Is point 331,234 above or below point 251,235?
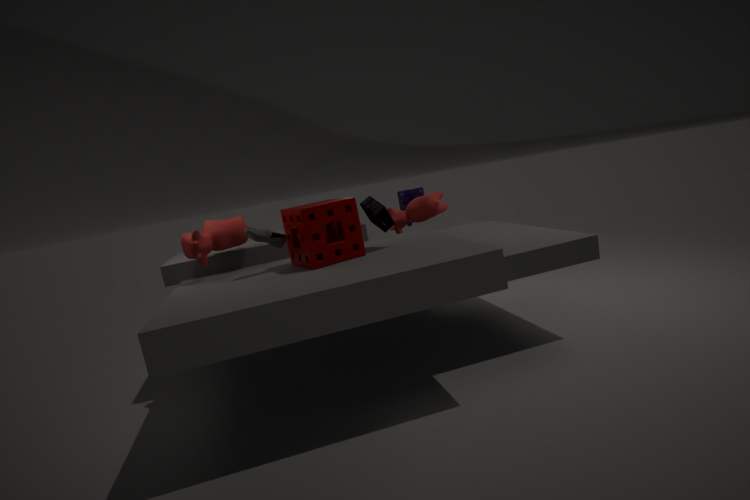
below
